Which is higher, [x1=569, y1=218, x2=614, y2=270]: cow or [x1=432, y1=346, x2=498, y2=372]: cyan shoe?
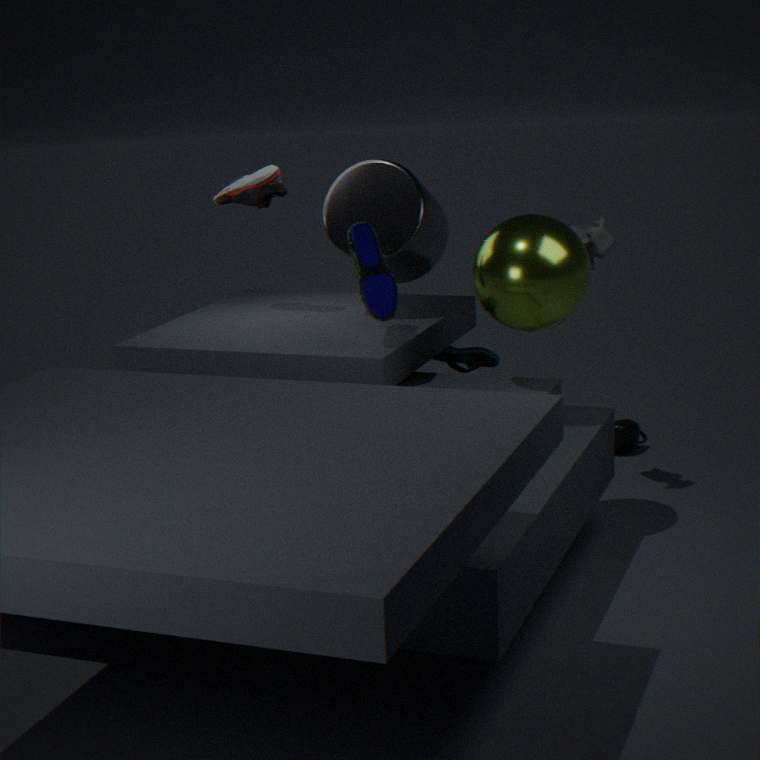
[x1=569, y1=218, x2=614, y2=270]: cow
